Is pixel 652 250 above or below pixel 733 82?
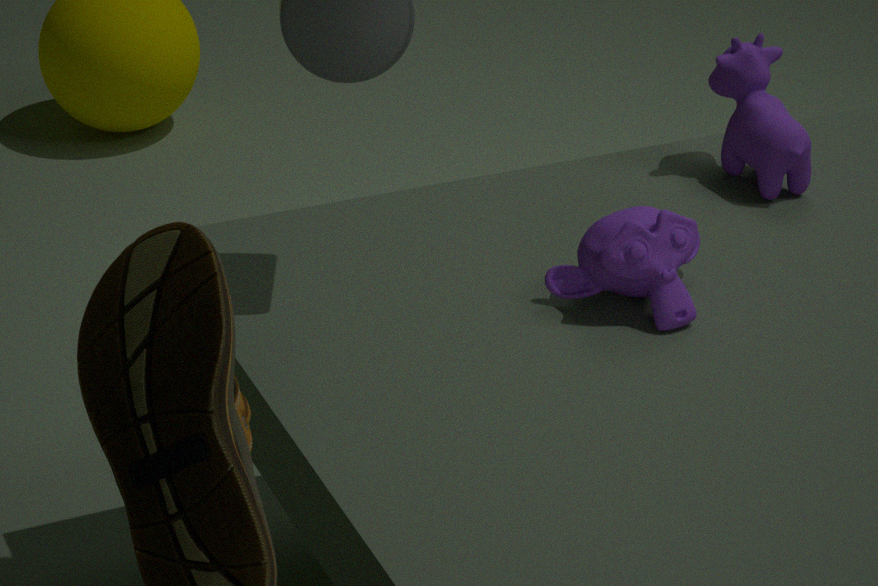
below
